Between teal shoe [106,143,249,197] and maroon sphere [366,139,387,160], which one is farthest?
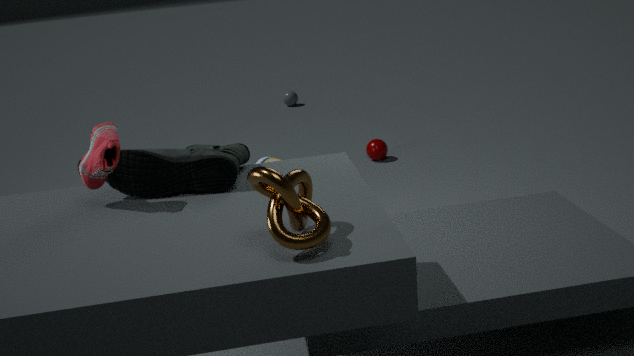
maroon sphere [366,139,387,160]
